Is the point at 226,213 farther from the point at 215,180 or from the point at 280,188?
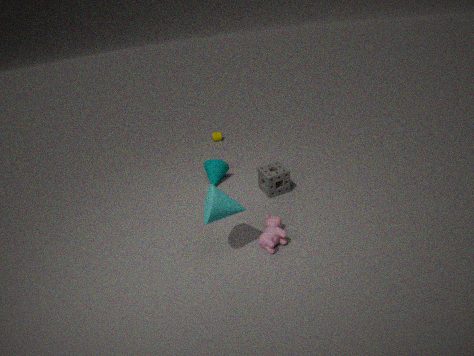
the point at 215,180
